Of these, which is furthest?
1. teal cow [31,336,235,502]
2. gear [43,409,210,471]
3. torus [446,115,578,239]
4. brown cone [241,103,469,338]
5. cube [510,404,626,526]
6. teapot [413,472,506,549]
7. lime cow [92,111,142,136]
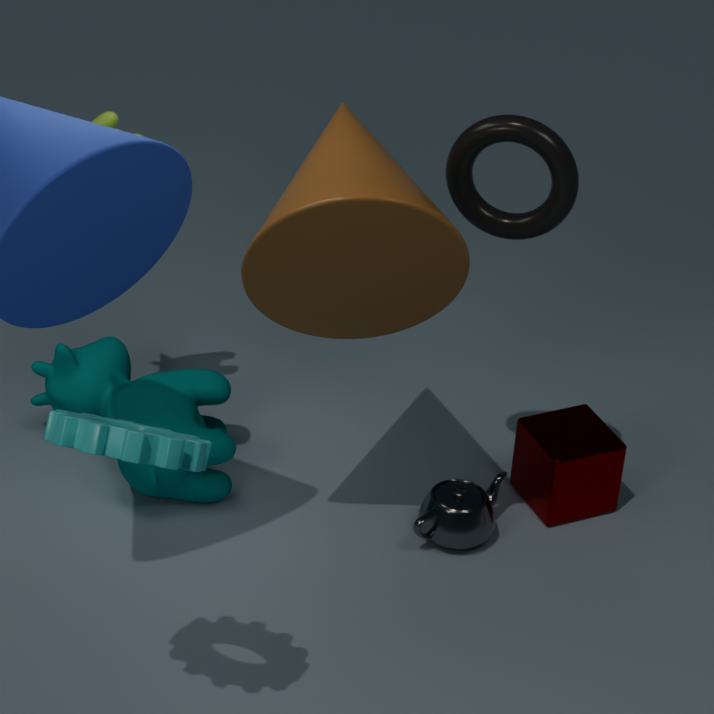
cube [510,404,626,526]
